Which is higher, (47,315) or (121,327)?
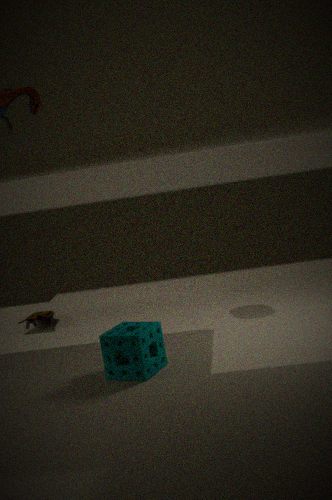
(121,327)
